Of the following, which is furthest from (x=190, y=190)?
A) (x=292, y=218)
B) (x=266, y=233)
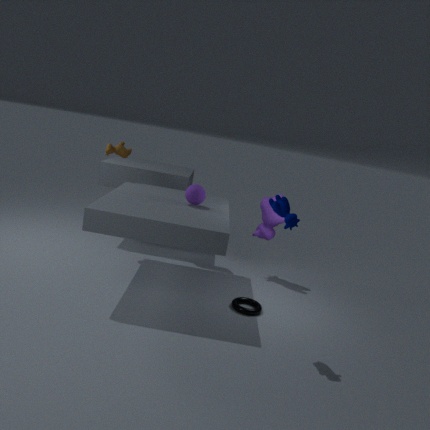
(x=292, y=218)
